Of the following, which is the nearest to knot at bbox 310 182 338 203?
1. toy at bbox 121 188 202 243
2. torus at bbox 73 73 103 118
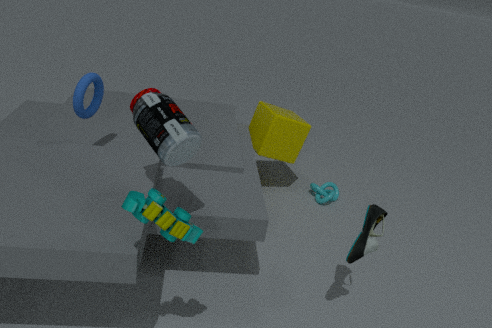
torus at bbox 73 73 103 118
